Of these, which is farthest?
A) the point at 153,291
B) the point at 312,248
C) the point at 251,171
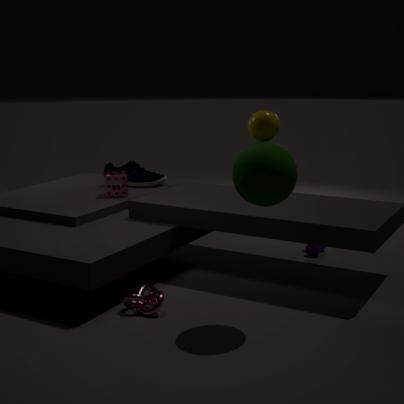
the point at 312,248
